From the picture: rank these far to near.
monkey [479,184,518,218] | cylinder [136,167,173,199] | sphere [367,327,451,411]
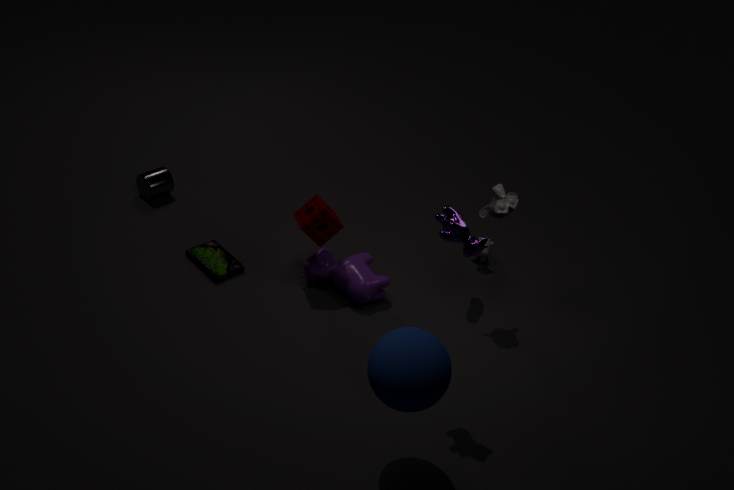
1. cylinder [136,167,173,199]
2. monkey [479,184,518,218]
3. sphere [367,327,451,411]
